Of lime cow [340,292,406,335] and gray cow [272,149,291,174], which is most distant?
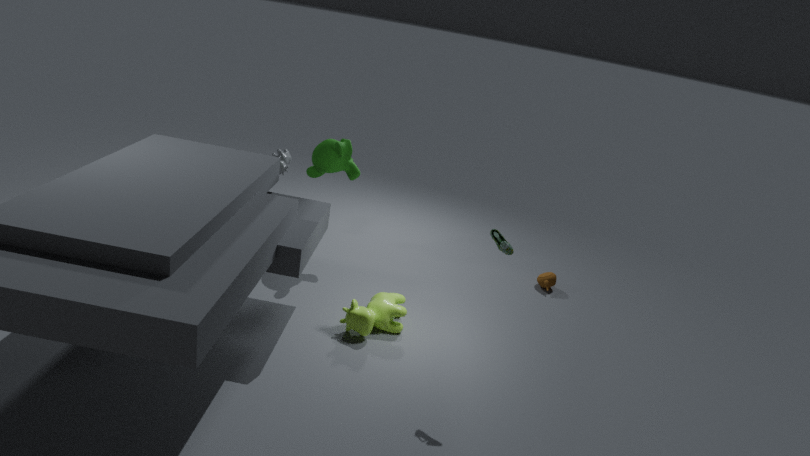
gray cow [272,149,291,174]
